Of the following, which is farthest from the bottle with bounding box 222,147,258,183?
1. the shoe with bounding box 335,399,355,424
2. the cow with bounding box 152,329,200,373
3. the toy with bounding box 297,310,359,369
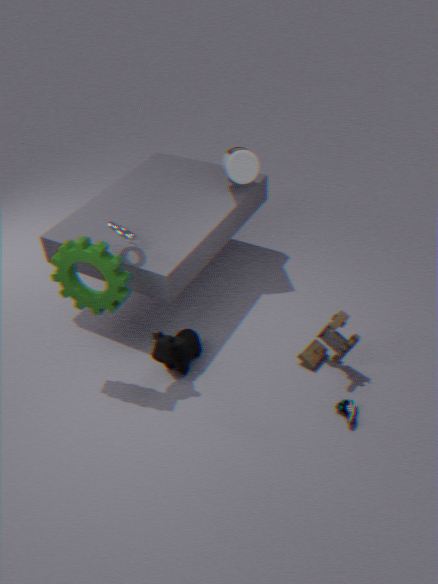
the shoe with bounding box 335,399,355,424
